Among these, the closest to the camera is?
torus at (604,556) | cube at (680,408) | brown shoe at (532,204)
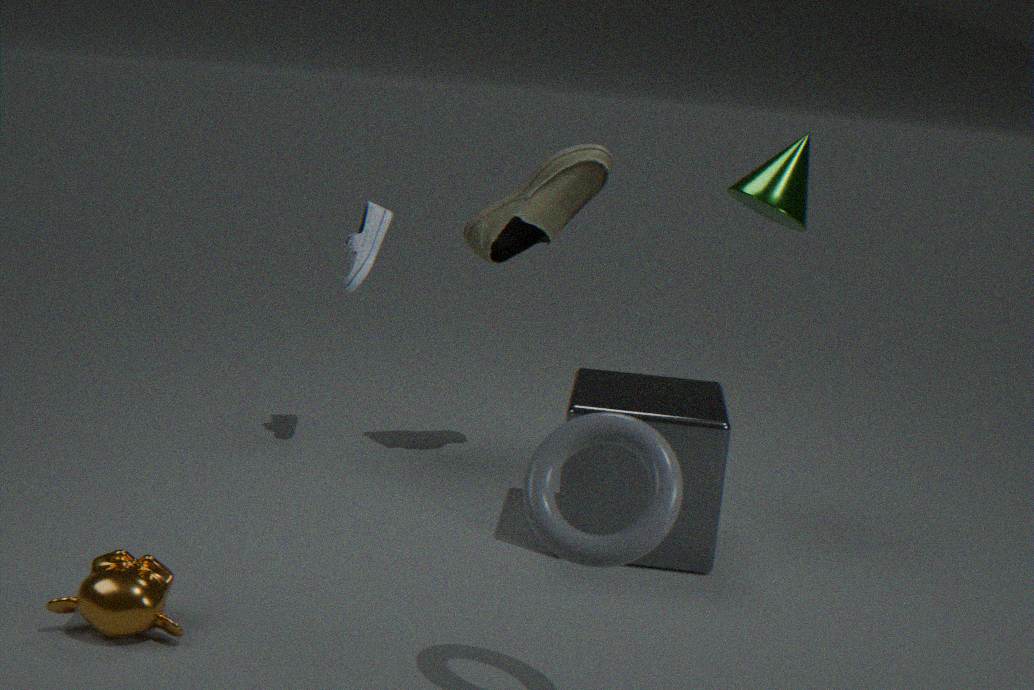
torus at (604,556)
